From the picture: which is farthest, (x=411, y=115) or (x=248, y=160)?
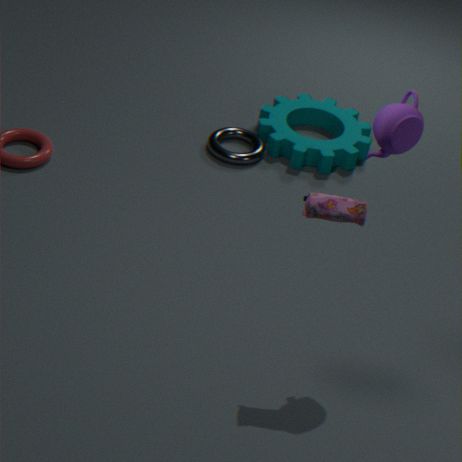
(x=248, y=160)
